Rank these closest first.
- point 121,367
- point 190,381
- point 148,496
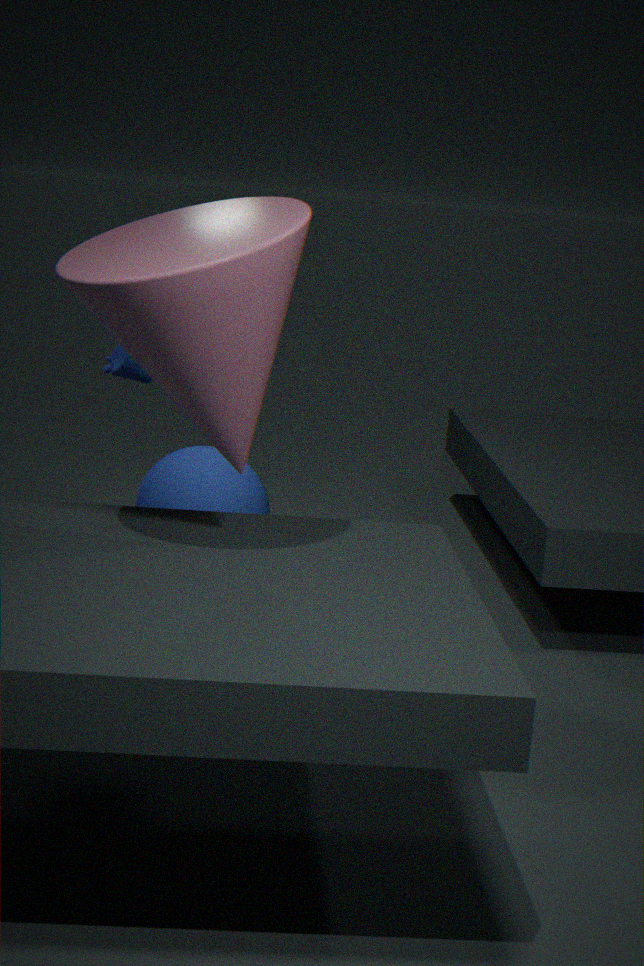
point 190,381 < point 121,367 < point 148,496
